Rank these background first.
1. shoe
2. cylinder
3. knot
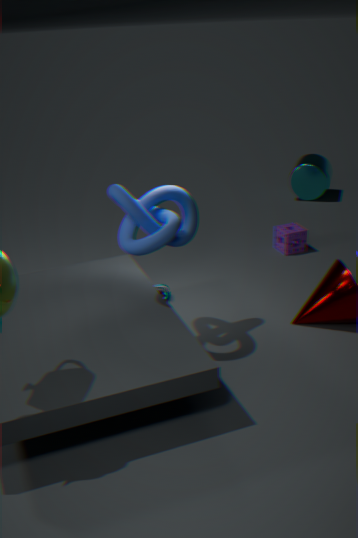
cylinder → shoe → knot
